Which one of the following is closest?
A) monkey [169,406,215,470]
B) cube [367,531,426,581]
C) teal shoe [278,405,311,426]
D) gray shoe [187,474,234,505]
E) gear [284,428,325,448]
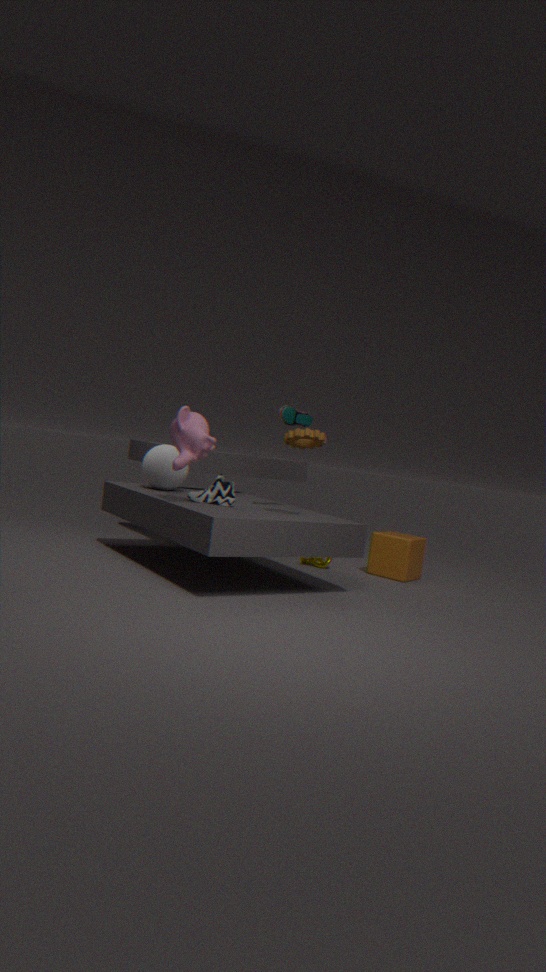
monkey [169,406,215,470]
